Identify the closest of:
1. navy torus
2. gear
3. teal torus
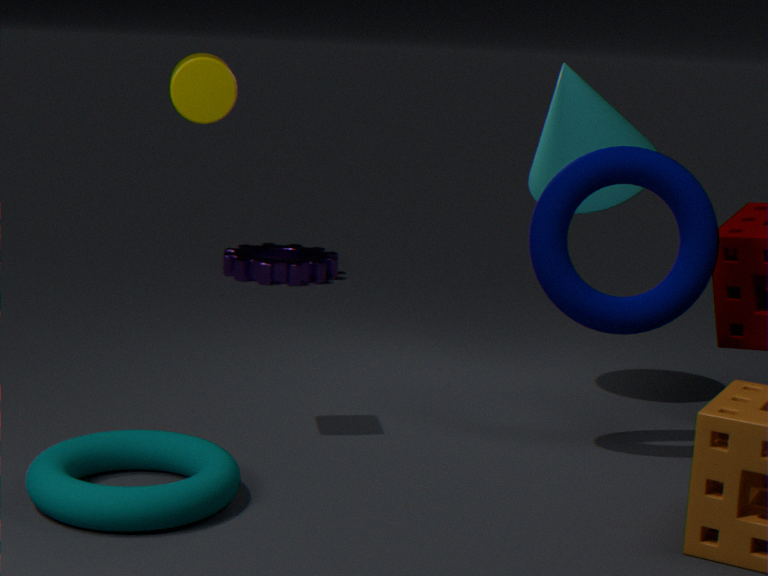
teal torus
